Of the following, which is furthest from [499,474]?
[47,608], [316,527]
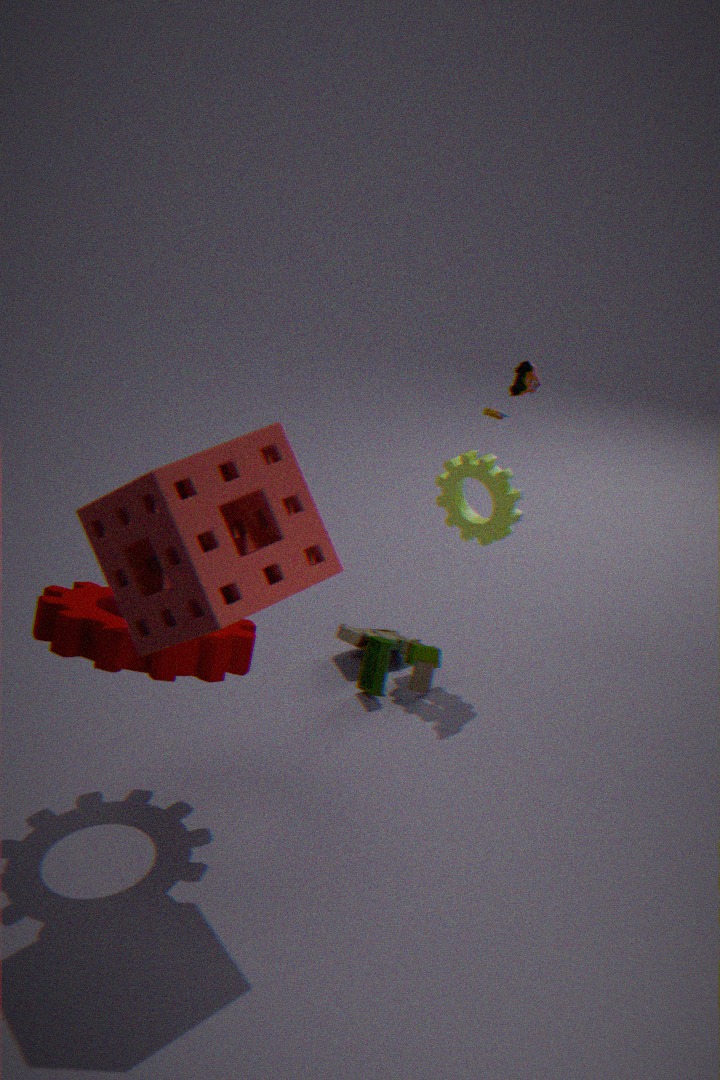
[316,527]
